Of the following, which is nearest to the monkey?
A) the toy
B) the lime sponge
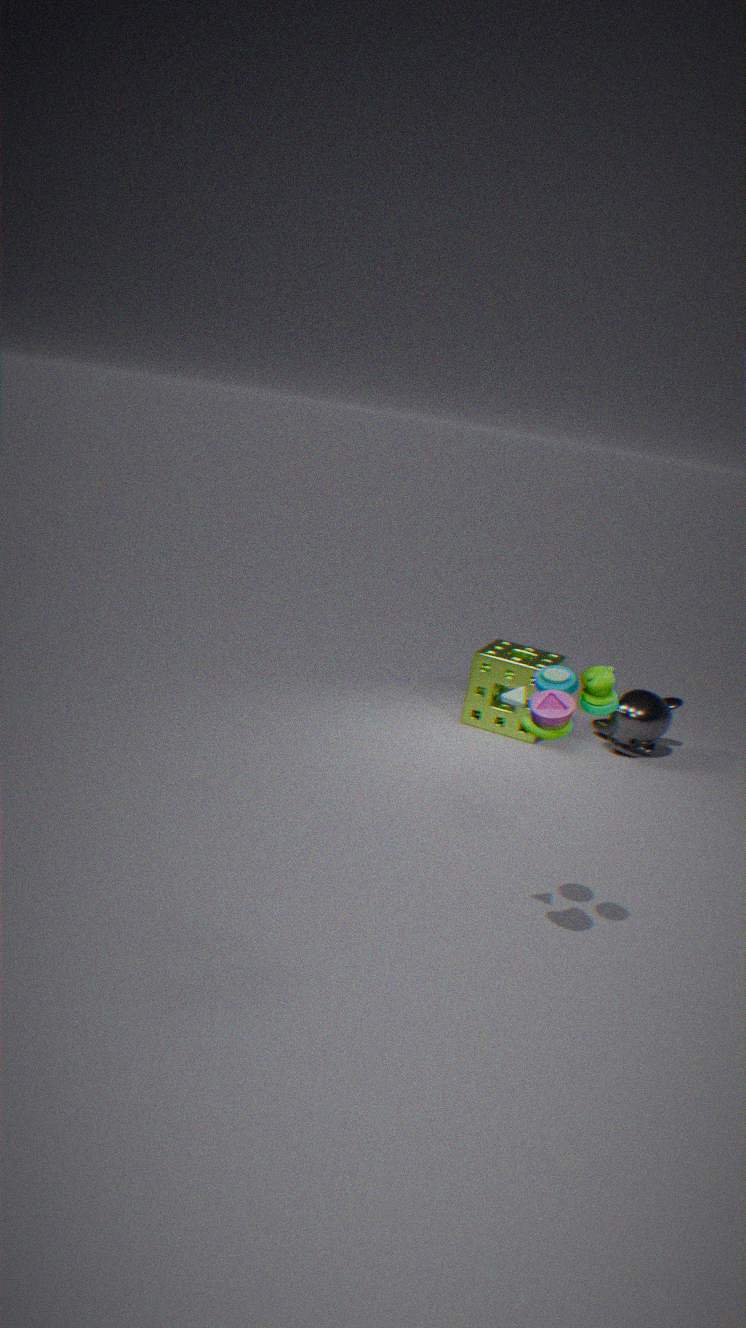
the lime sponge
